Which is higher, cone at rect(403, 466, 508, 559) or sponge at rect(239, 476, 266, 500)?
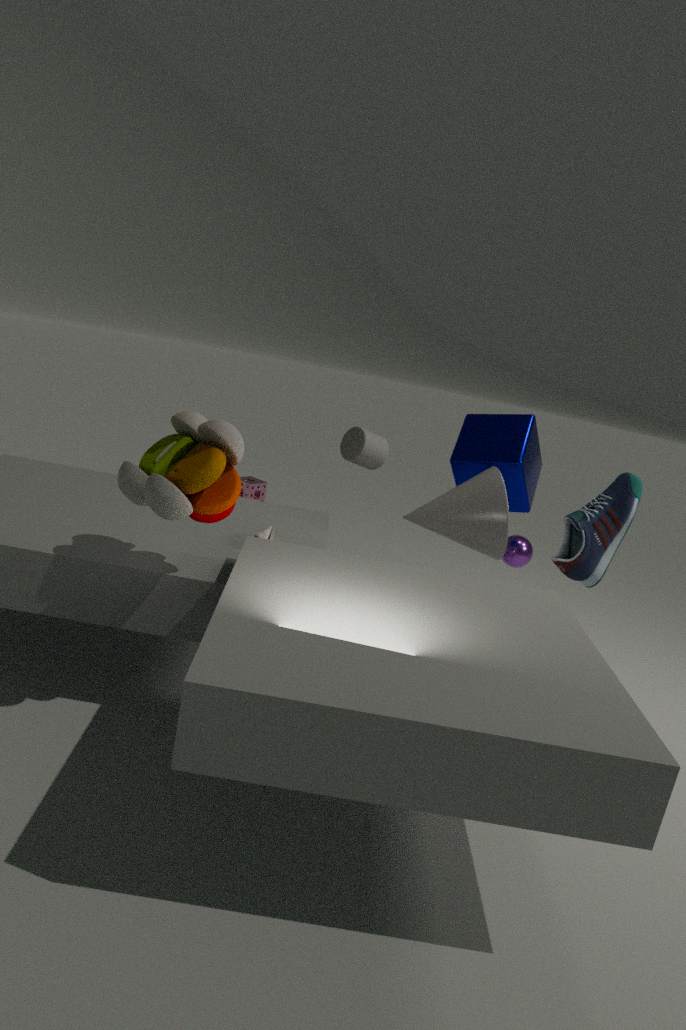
cone at rect(403, 466, 508, 559)
